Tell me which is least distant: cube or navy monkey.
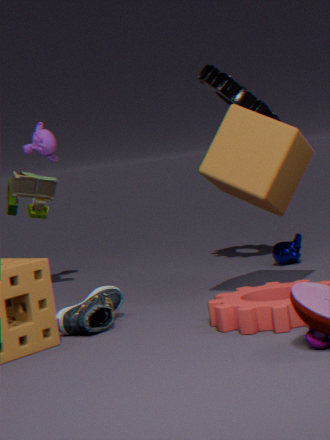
cube
